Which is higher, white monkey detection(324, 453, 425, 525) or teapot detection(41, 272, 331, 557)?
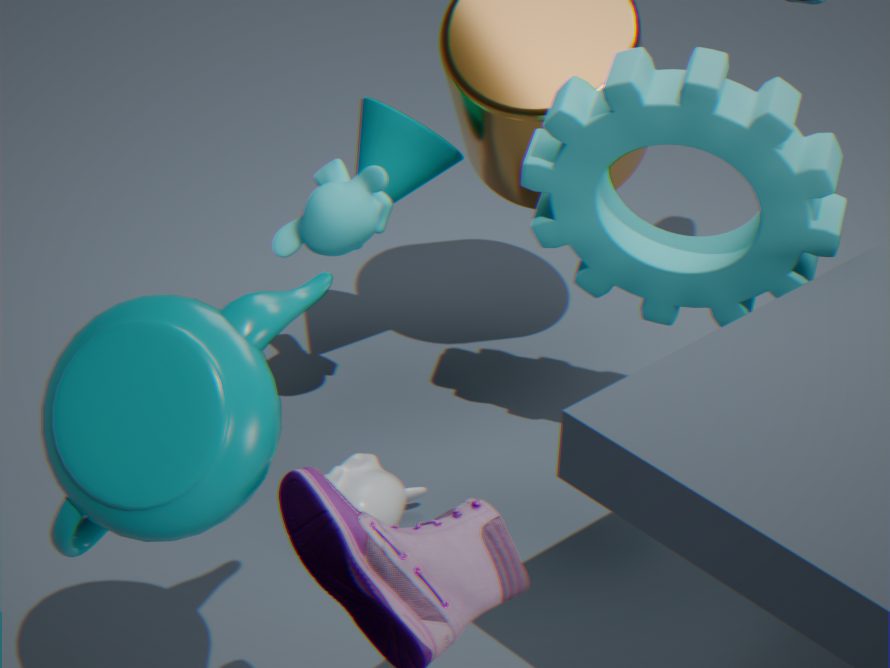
teapot detection(41, 272, 331, 557)
